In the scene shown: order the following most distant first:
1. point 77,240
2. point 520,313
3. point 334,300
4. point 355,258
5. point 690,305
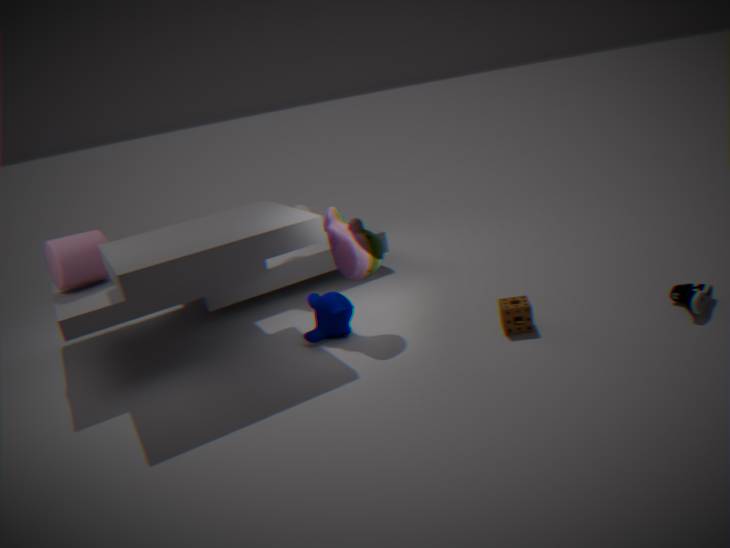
point 77,240, point 334,300, point 355,258, point 520,313, point 690,305
